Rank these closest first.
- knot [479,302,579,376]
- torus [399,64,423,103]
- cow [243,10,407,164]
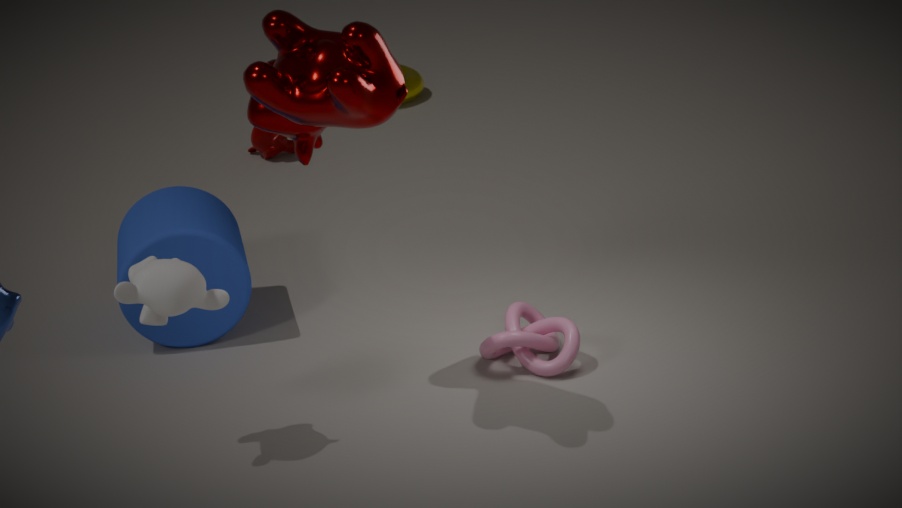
cow [243,10,407,164] → knot [479,302,579,376] → torus [399,64,423,103]
